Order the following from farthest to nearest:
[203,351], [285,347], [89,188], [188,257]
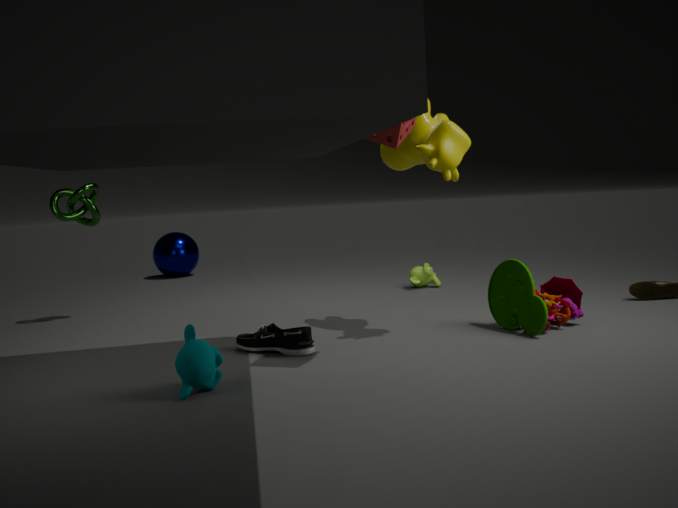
[188,257]
[89,188]
[285,347]
[203,351]
